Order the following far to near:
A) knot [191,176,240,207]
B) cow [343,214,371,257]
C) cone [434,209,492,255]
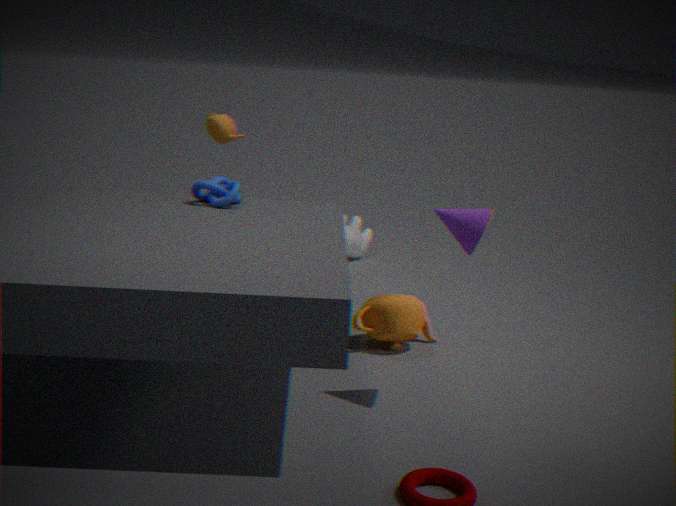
cow [343,214,371,257] < knot [191,176,240,207] < cone [434,209,492,255]
